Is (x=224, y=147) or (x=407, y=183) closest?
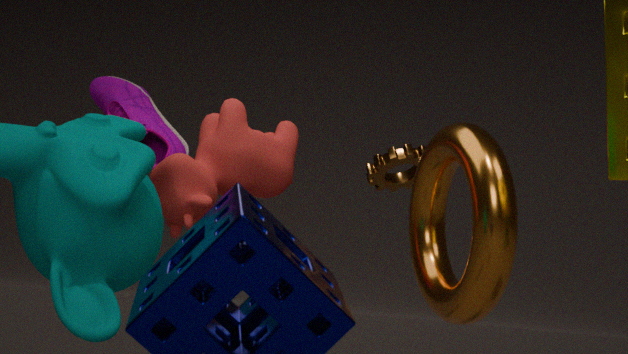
(x=224, y=147)
